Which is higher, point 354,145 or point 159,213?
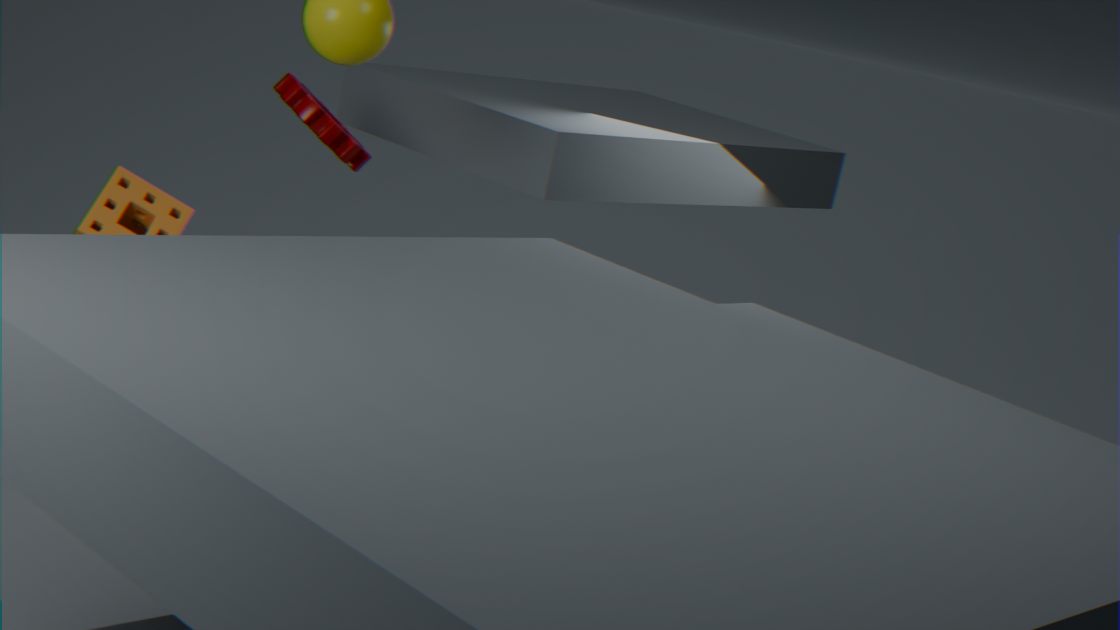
point 354,145
